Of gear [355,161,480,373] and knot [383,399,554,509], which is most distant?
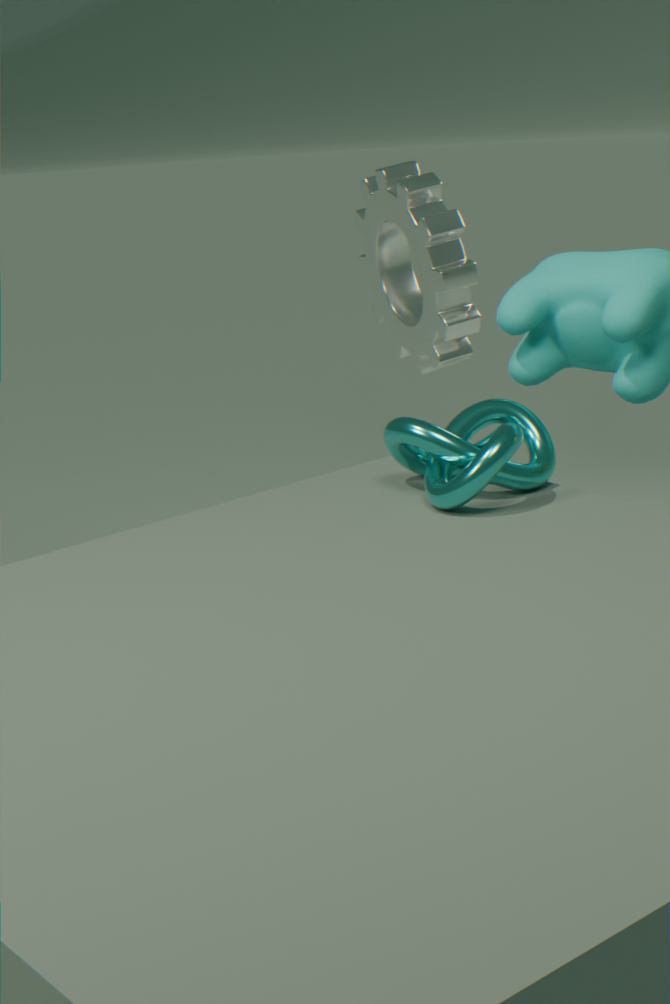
gear [355,161,480,373]
